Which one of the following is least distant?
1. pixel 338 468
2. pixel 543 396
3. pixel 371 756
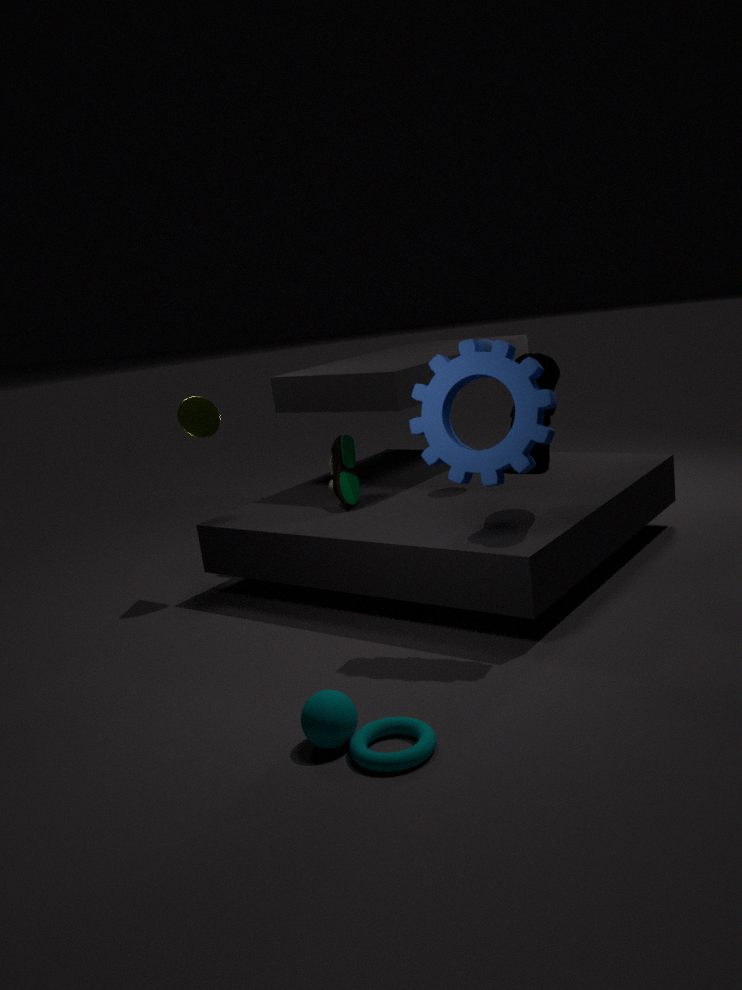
pixel 371 756
